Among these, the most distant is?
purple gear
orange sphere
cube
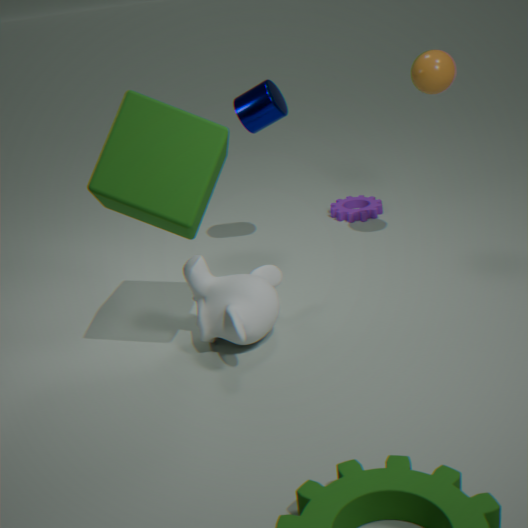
purple gear
